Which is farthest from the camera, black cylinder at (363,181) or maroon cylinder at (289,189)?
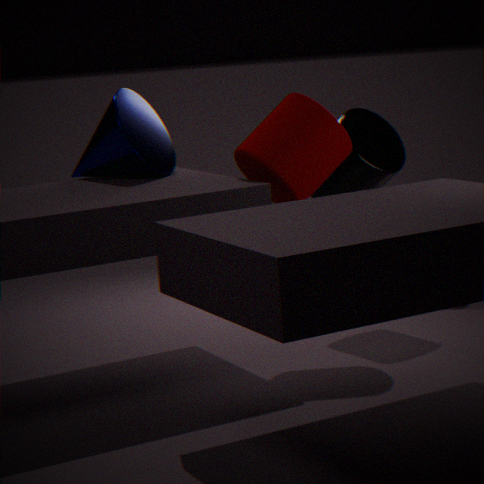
black cylinder at (363,181)
